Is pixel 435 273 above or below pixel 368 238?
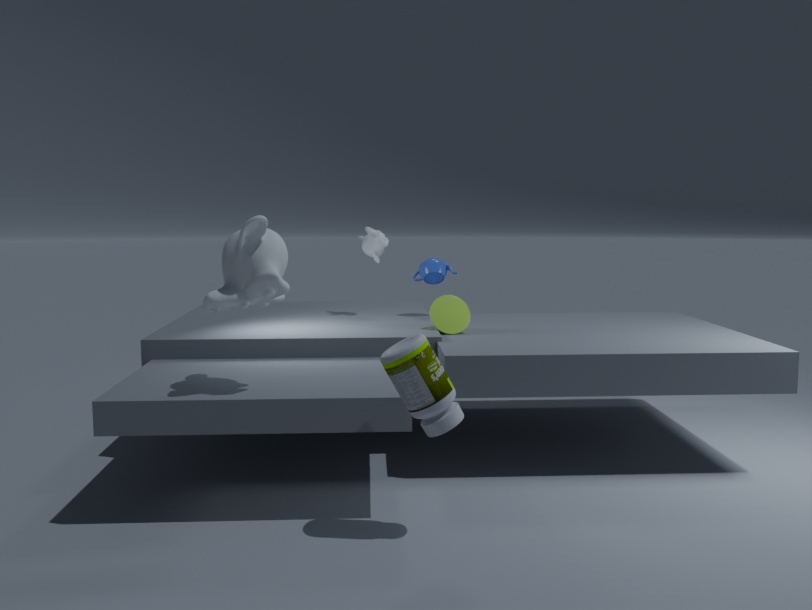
below
